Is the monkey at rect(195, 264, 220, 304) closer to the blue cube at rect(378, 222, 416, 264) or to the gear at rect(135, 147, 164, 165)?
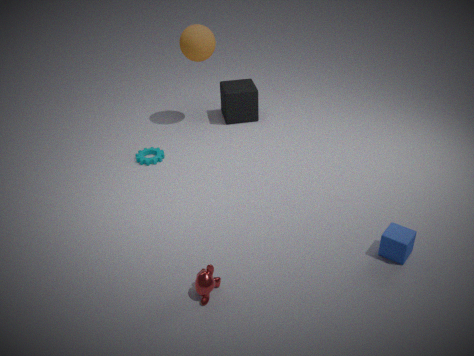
the blue cube at rect(378, 222, 416, 264)
